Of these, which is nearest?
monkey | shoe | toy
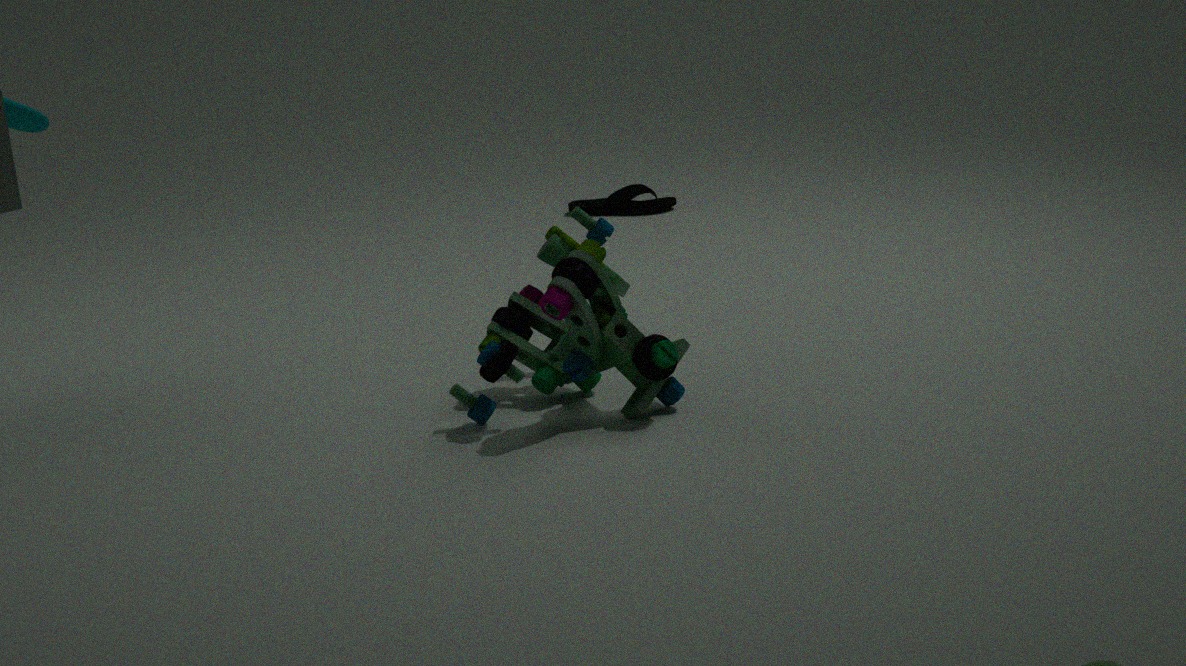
toy
